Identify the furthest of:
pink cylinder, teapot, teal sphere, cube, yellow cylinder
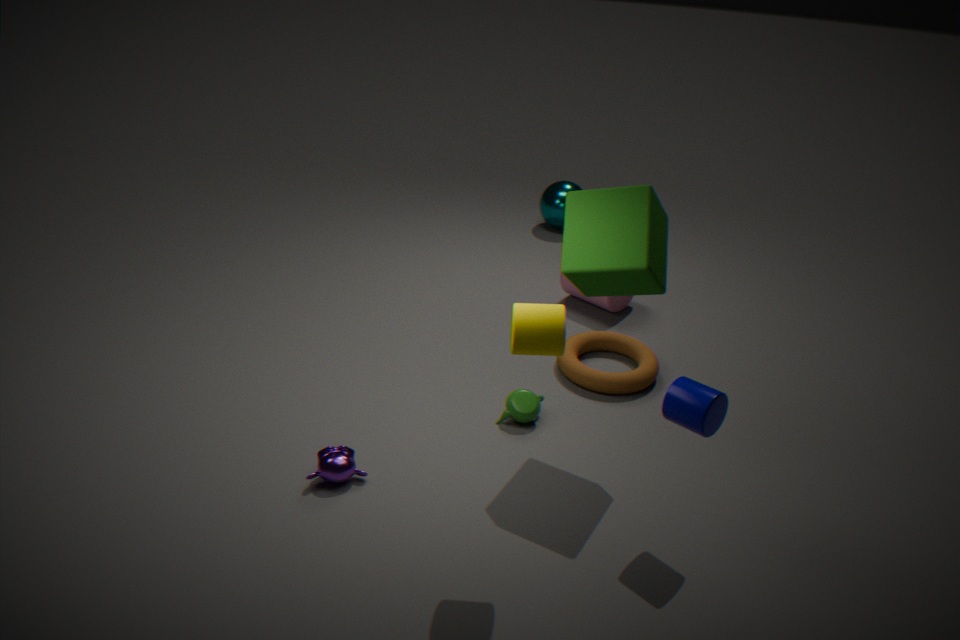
teal sphere
